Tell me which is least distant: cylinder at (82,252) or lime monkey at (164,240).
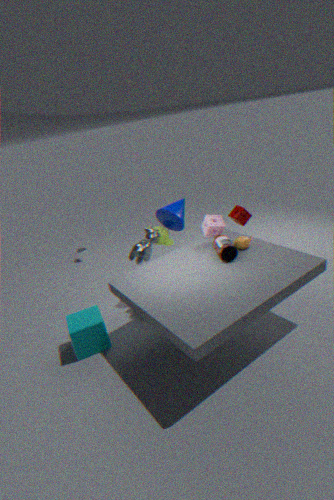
lime monkey at (164,240)
